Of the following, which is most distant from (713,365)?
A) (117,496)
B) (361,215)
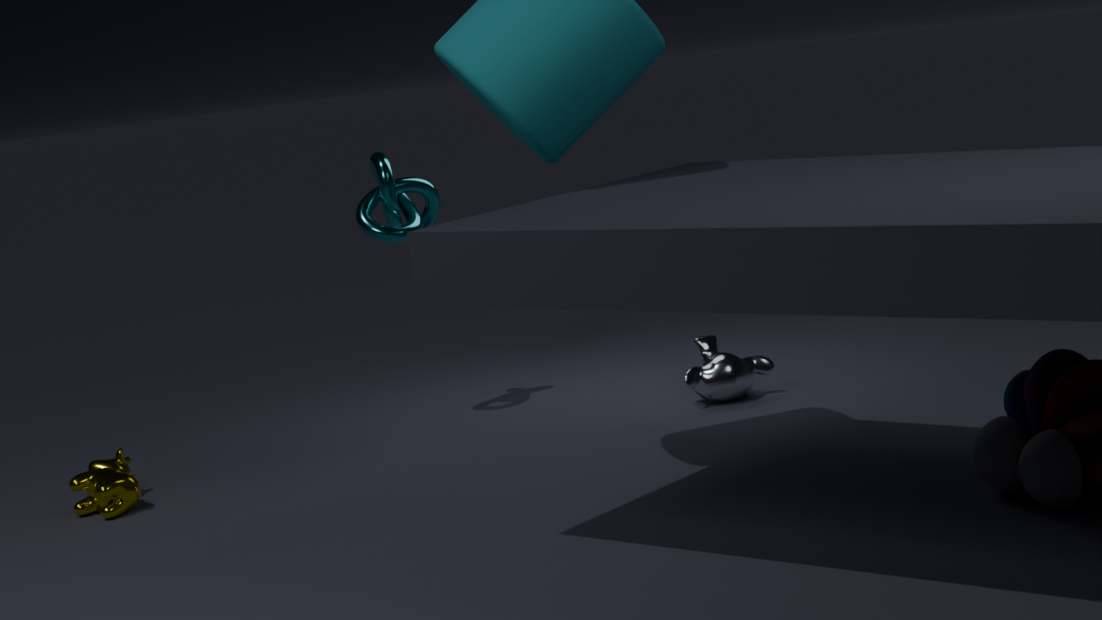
(117,496)
